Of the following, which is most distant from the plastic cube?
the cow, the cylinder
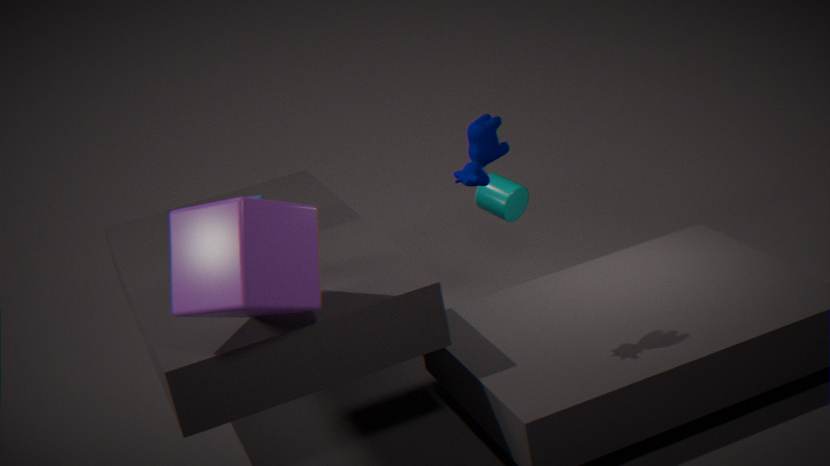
the cylinder
